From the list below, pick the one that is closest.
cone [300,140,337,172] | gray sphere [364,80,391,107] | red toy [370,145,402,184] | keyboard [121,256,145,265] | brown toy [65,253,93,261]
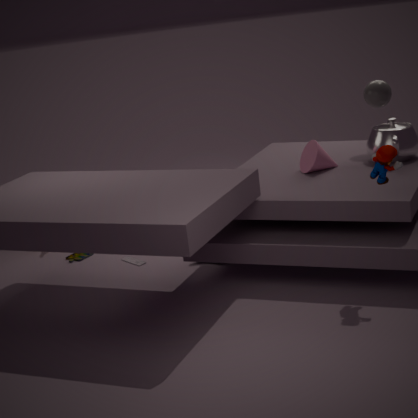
red toy [370,145,402,184]
